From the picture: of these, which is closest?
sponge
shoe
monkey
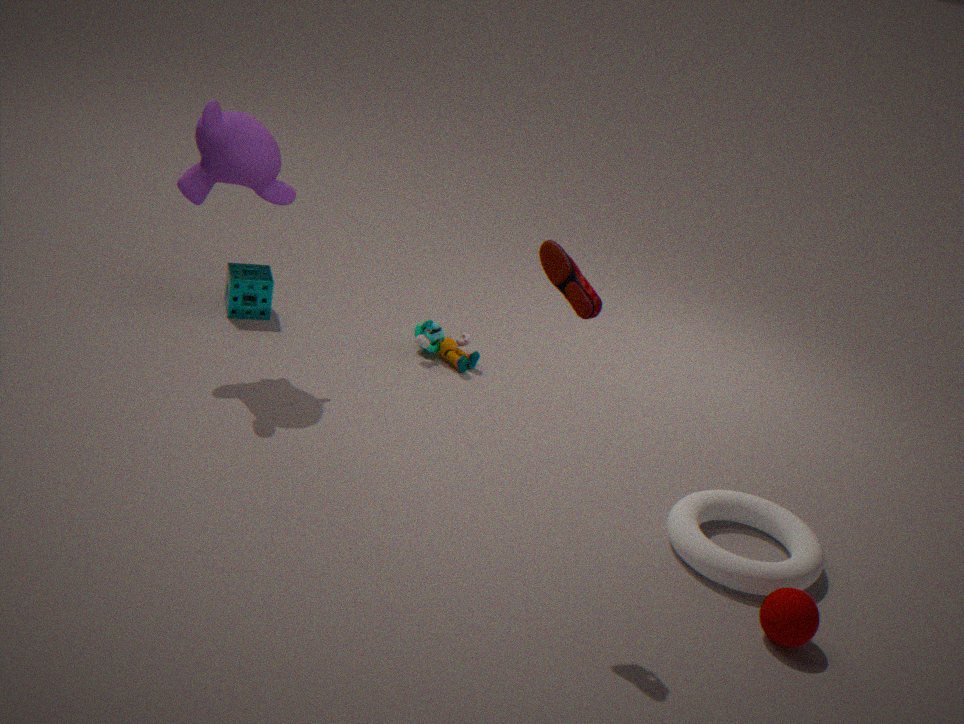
shoe
